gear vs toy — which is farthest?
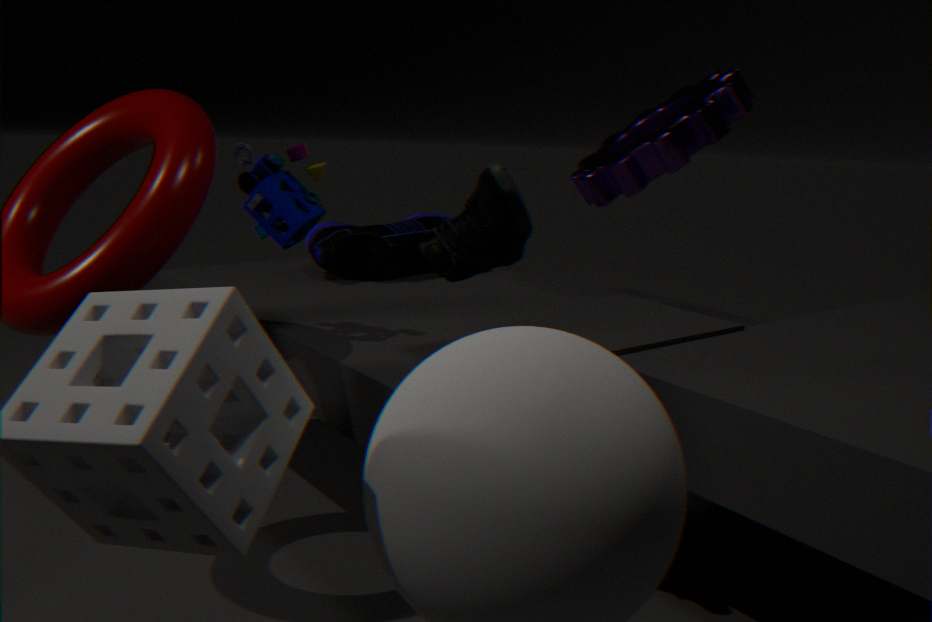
gear
